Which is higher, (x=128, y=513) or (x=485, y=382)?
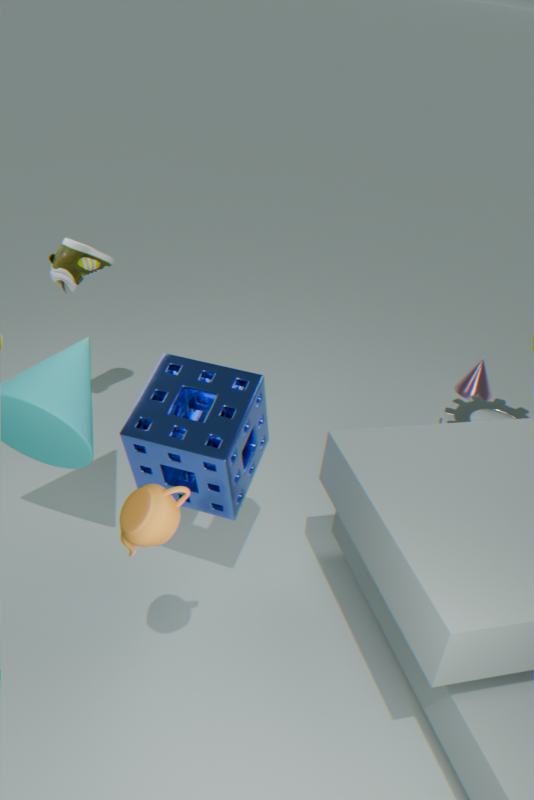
(x=128, y=513)
